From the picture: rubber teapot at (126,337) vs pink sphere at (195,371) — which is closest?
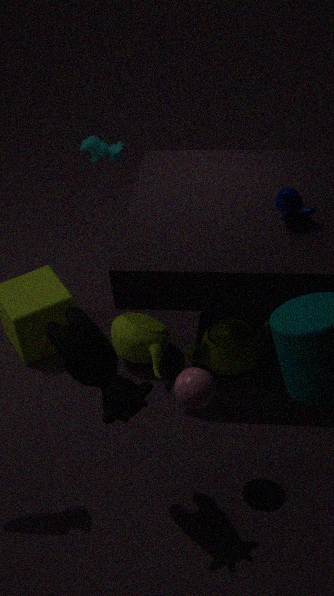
pink sphere at (195,371)
